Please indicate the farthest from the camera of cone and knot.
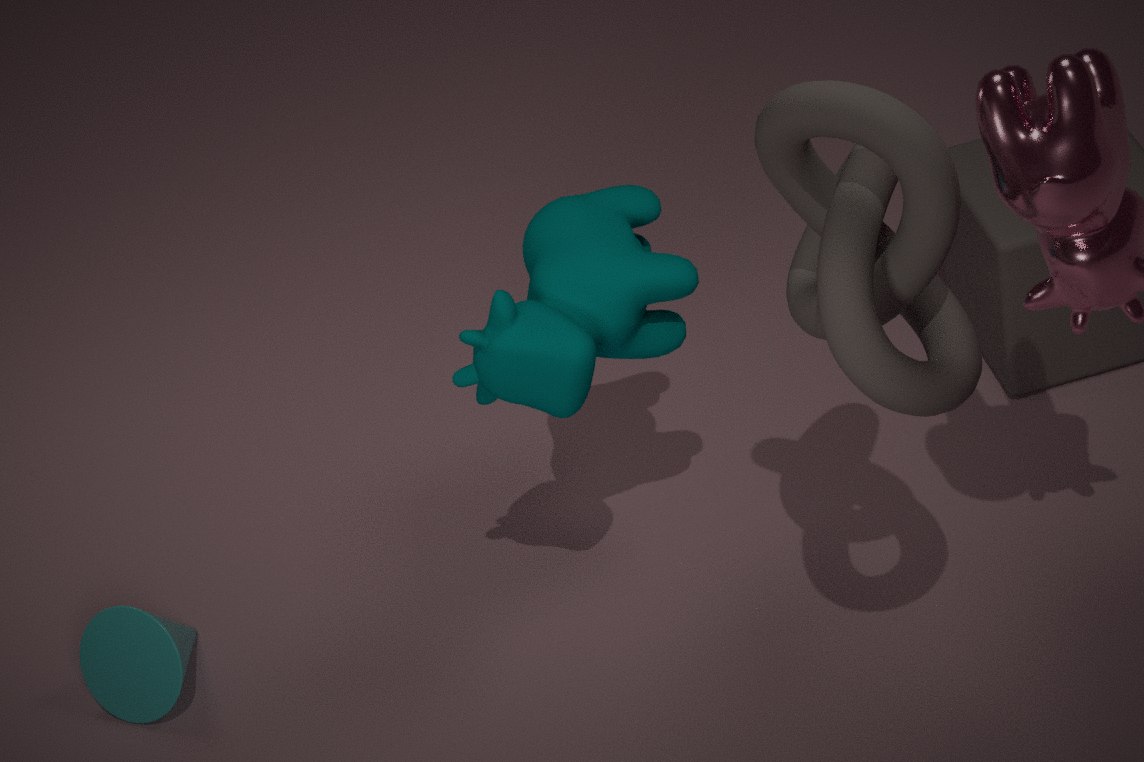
cone
